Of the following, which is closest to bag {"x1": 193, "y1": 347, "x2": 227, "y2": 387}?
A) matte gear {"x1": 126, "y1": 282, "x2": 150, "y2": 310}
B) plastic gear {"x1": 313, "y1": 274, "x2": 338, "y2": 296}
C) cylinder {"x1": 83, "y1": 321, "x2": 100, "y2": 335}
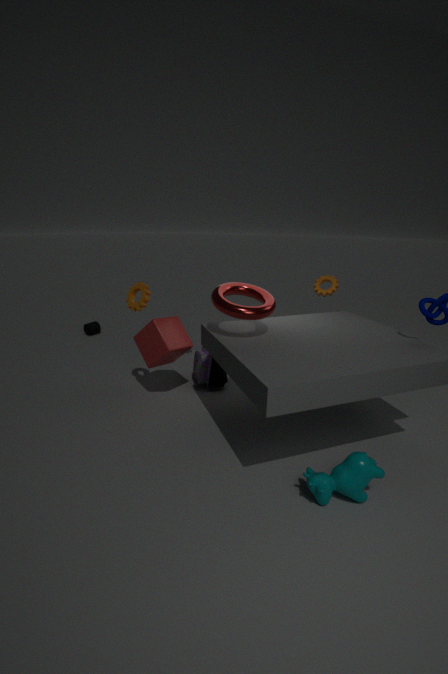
matte gear {"x1": 126, "y1": 282, "x2": 150, "y2": 310}
